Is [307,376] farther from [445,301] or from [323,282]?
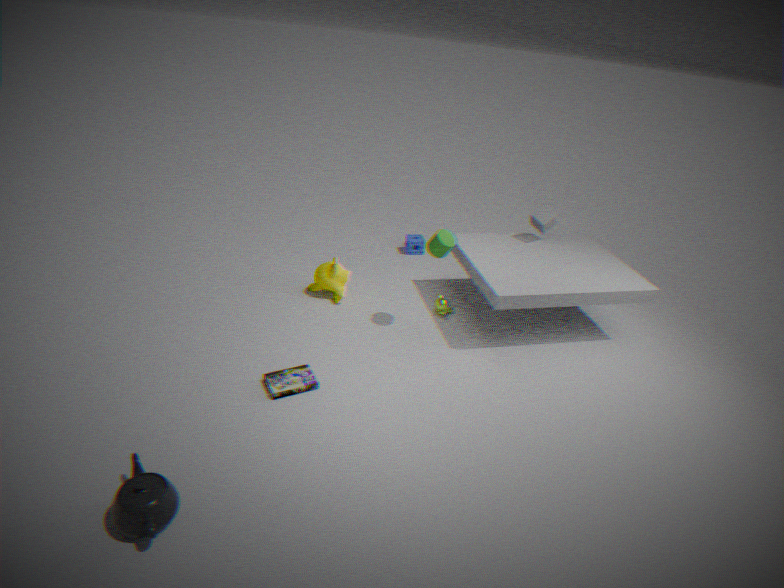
[445,301]
